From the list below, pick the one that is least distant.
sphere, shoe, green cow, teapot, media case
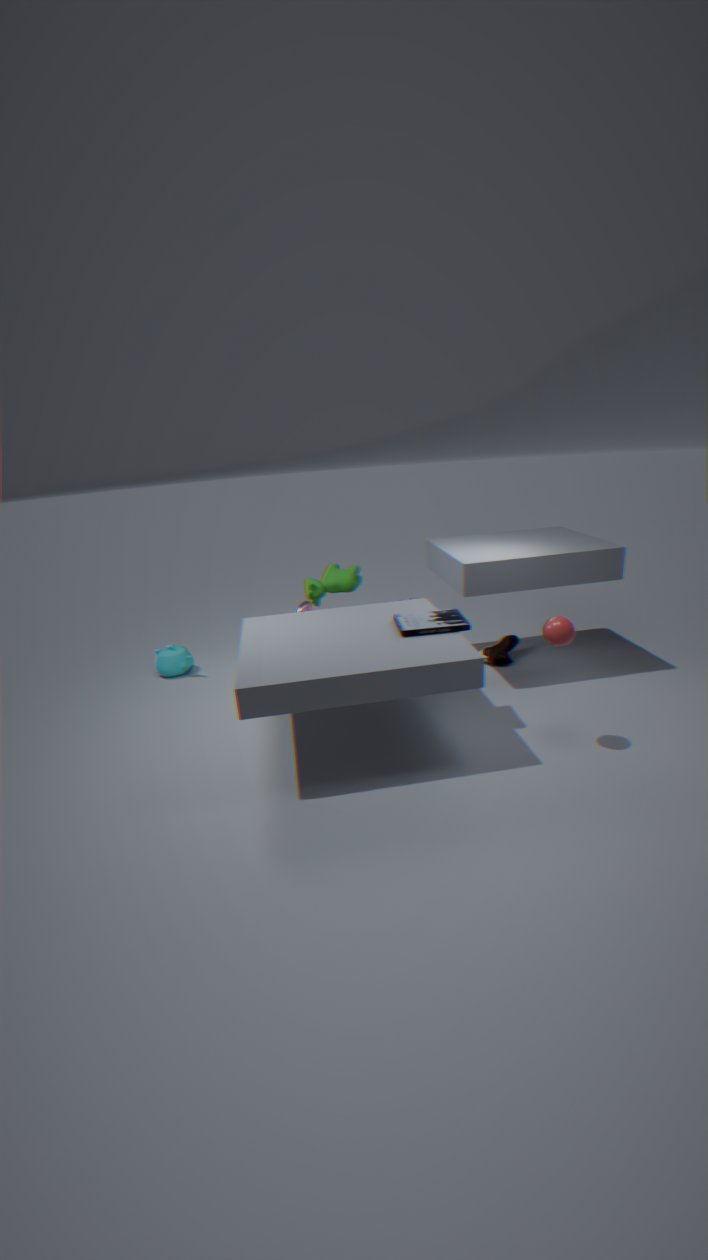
sphere
